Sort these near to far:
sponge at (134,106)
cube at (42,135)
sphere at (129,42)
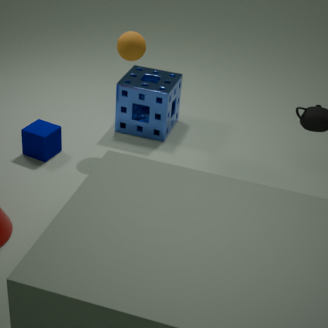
sphere at (129,42) < cube at (42,135) < sponge at (134,106)
